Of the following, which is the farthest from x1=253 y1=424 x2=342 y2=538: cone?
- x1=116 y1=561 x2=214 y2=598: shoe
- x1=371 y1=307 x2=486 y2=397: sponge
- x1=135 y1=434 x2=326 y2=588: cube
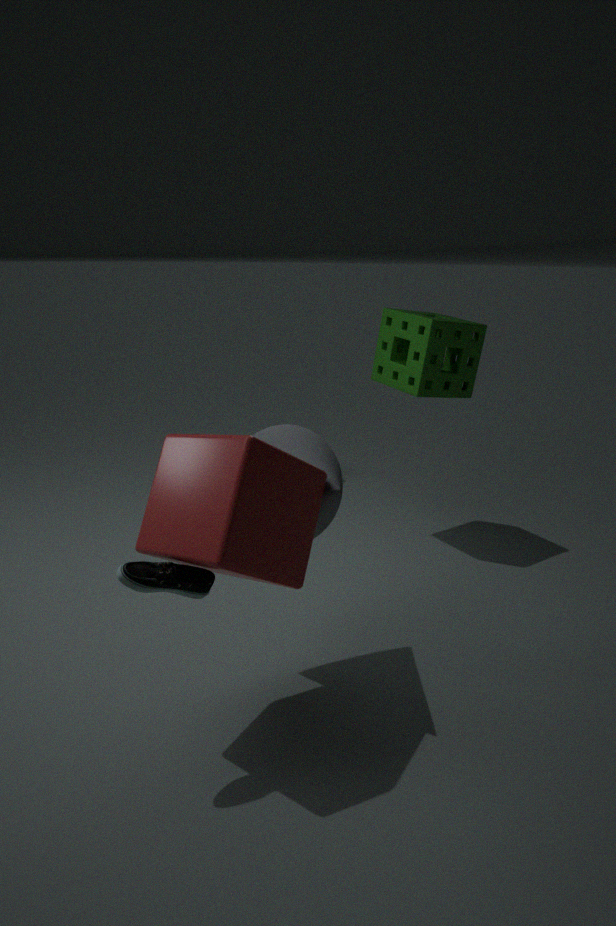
x1=371 y1=307 x2=486 y2=397: sponge
